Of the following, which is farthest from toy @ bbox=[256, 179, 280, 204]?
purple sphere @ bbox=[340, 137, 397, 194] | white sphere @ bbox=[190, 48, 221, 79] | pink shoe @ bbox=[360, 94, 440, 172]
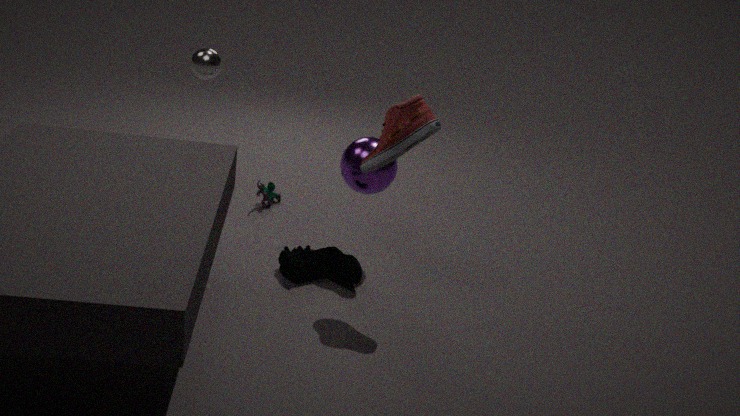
pink shoe @ bbox=[360, 94, 440, 172]
